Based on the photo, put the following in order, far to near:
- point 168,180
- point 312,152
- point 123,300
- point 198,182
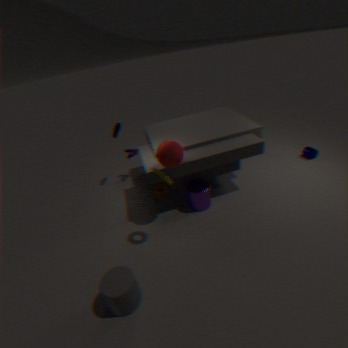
point 312,152, point 198,182, point 168,180, point 123,300
